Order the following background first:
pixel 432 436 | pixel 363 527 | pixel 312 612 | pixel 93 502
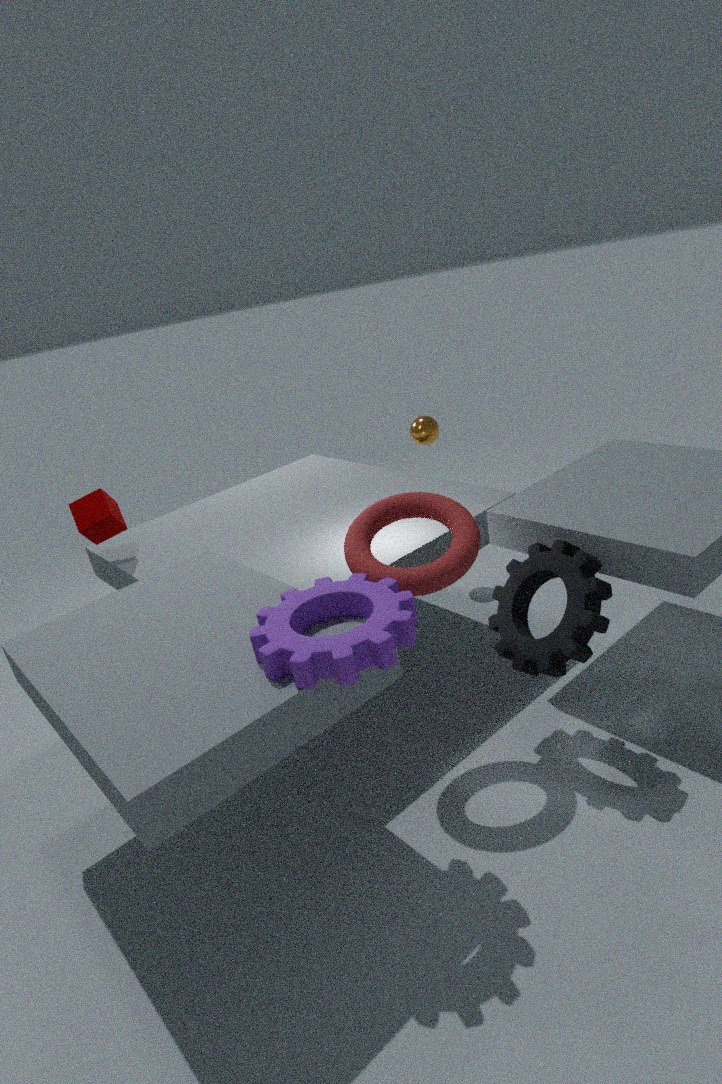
pixel 432 436
pixel 93 502
pixel 363 527
pixel 312 612
